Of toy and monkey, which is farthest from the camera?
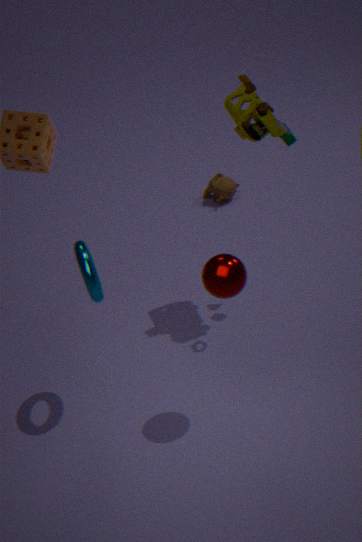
monkey
